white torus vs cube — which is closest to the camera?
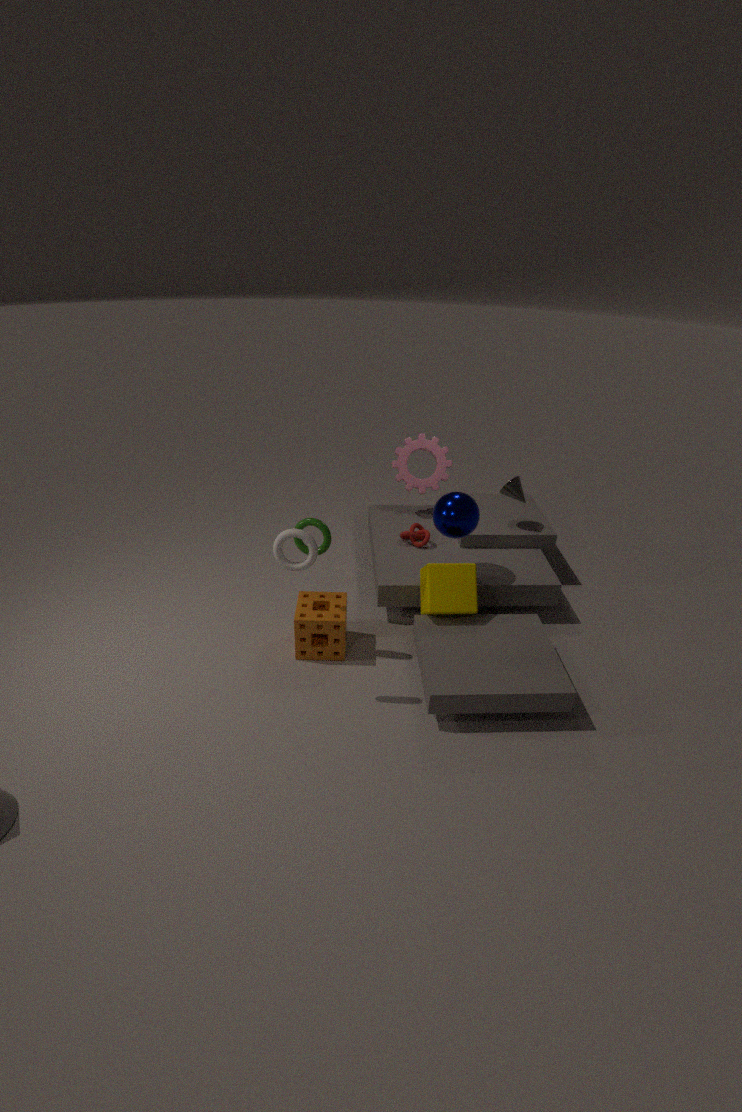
white torus
